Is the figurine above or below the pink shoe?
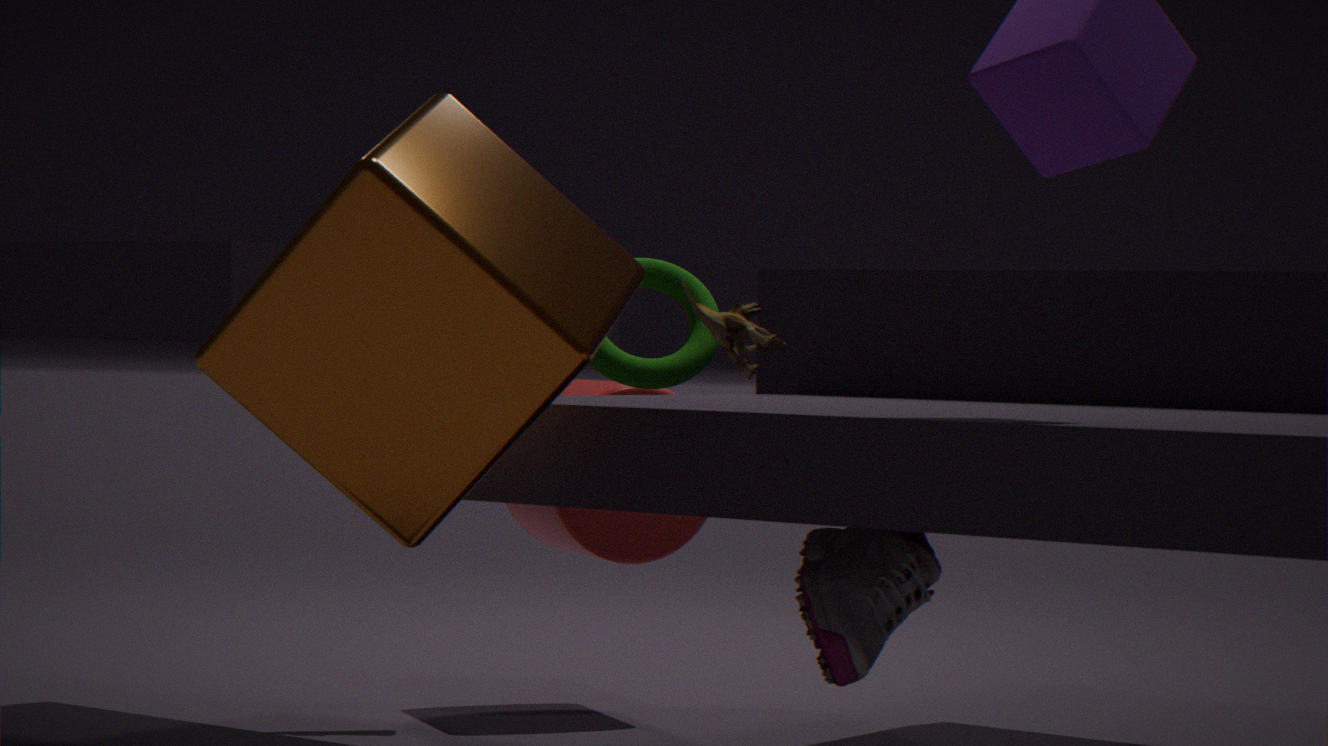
above
